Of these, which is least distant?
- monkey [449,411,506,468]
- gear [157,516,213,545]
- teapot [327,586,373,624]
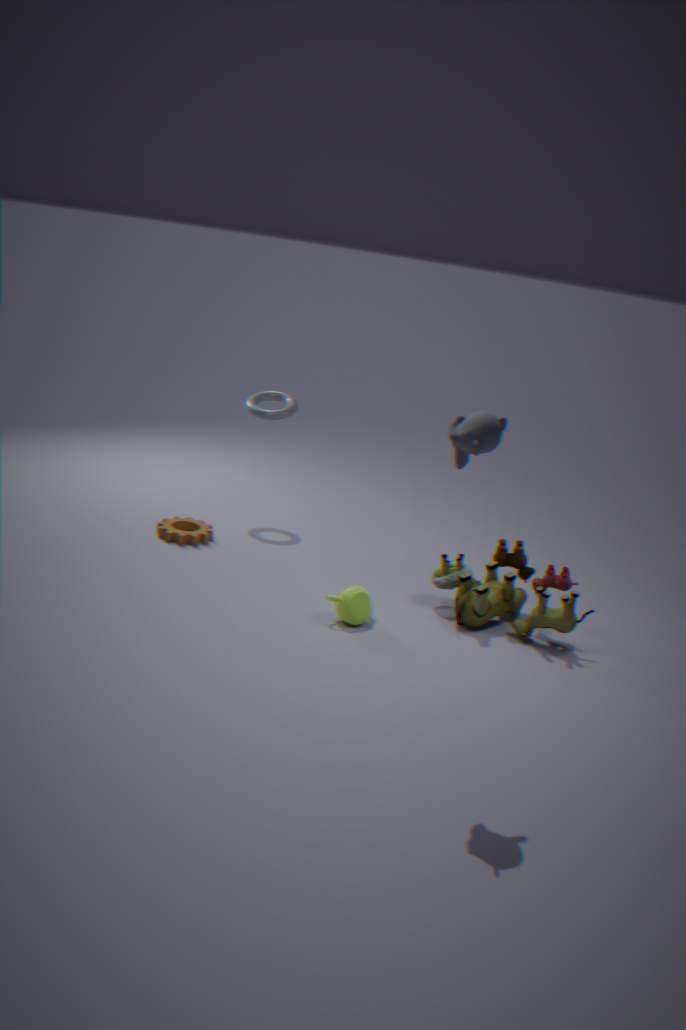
monkey [449,411,506,468]
